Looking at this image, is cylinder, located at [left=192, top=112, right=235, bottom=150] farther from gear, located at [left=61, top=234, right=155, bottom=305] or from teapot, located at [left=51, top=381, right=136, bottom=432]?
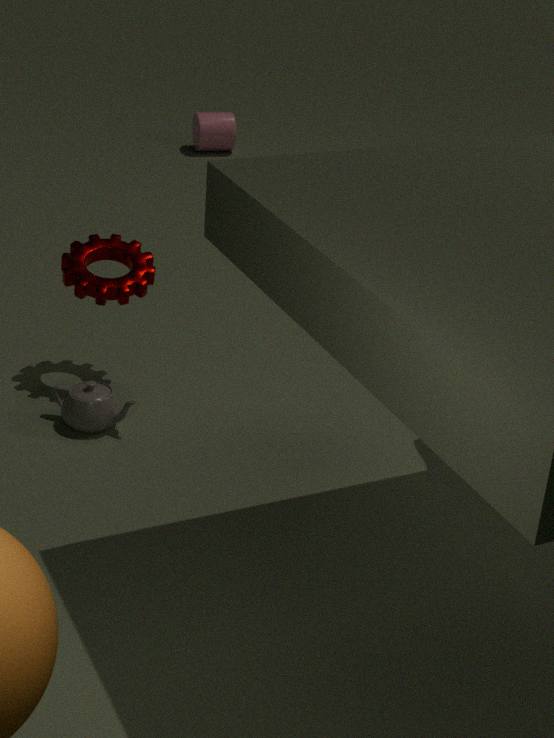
teapot, located at [left=51, top=381, right=136, bottom=432]
